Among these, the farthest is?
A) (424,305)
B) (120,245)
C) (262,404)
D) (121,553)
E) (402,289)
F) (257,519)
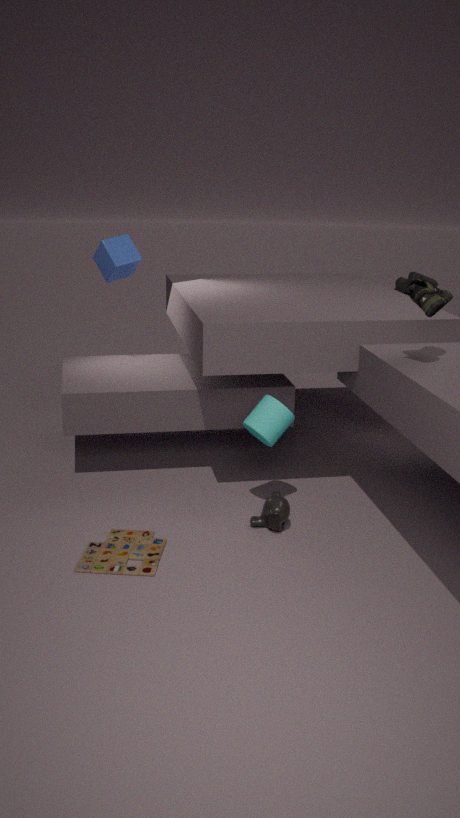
(402,289)
